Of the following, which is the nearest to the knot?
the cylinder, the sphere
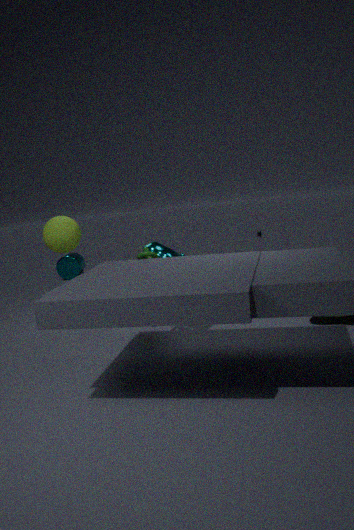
the sphere
